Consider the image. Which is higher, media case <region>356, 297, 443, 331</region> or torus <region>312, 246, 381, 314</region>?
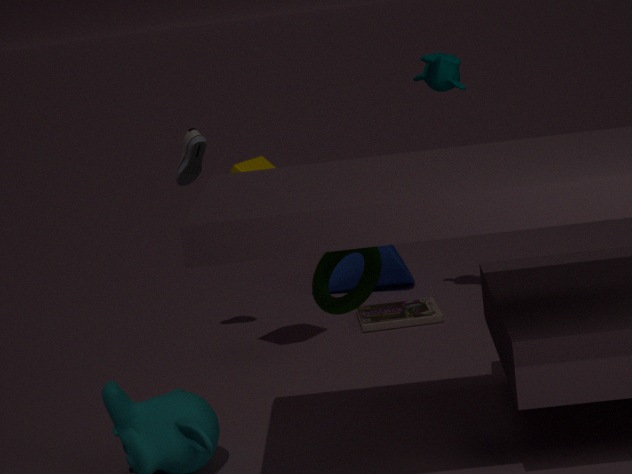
torus <region>312, 246, 381, 314</region>
